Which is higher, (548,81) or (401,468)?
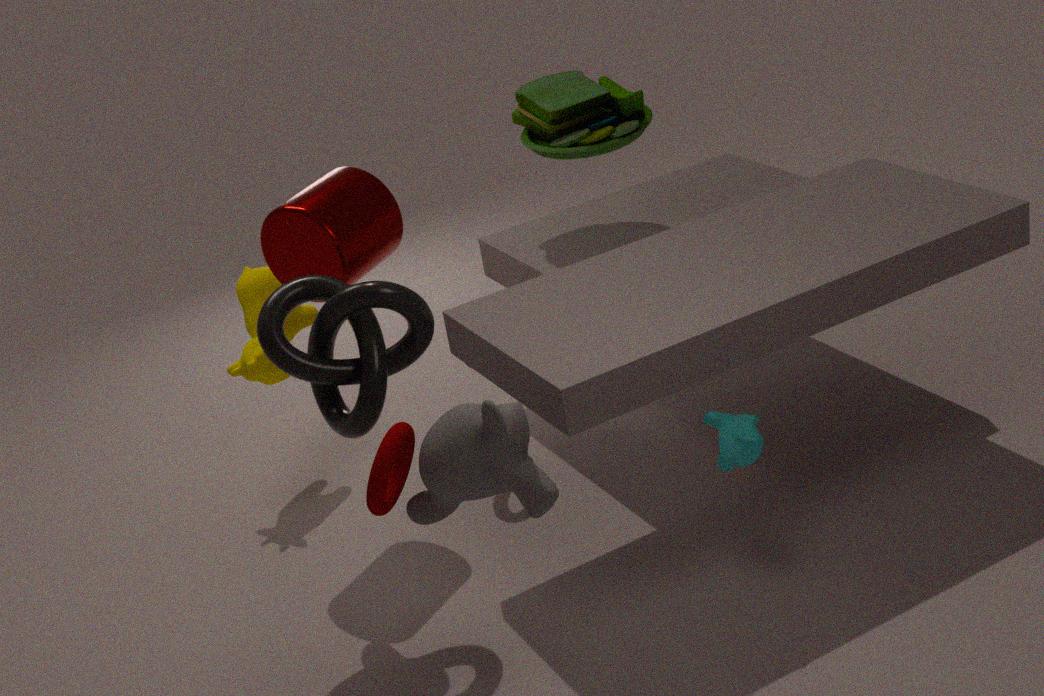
(548,81)
